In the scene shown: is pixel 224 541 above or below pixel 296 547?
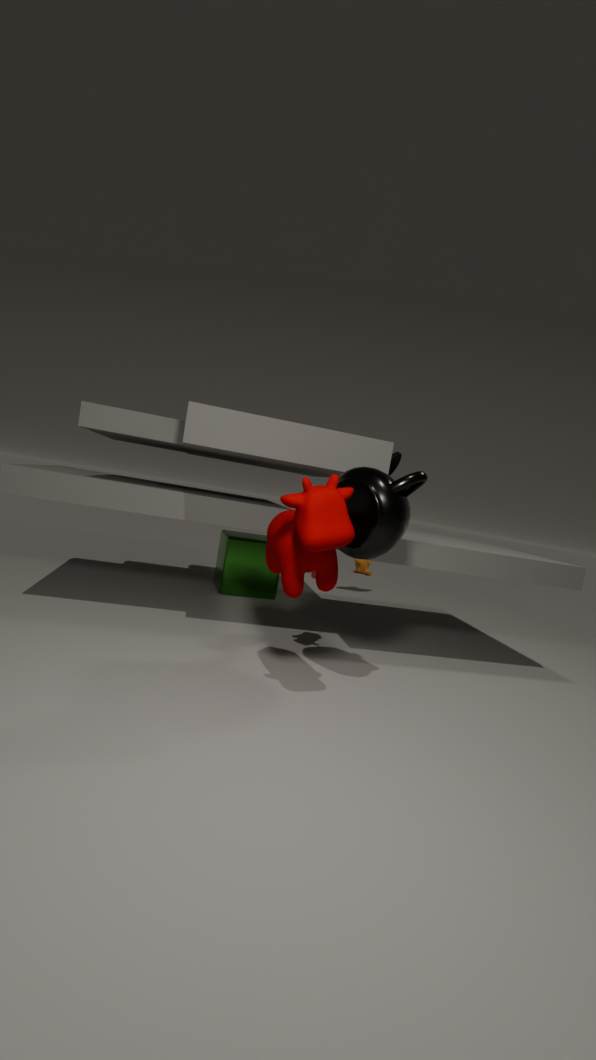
below
